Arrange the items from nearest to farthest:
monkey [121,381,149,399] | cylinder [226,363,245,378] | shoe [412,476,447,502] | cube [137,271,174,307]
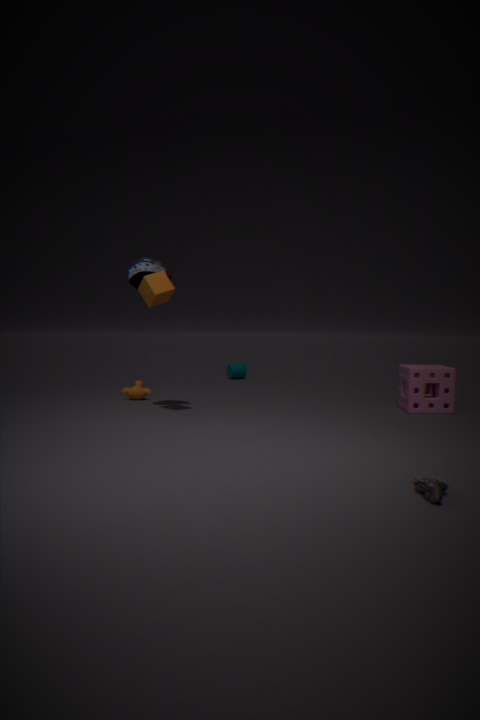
shoe [412,476,447,502] < cube [137,271,174,307] < monkey [121,381,149,399] < cylinder [226,363,245,378]
